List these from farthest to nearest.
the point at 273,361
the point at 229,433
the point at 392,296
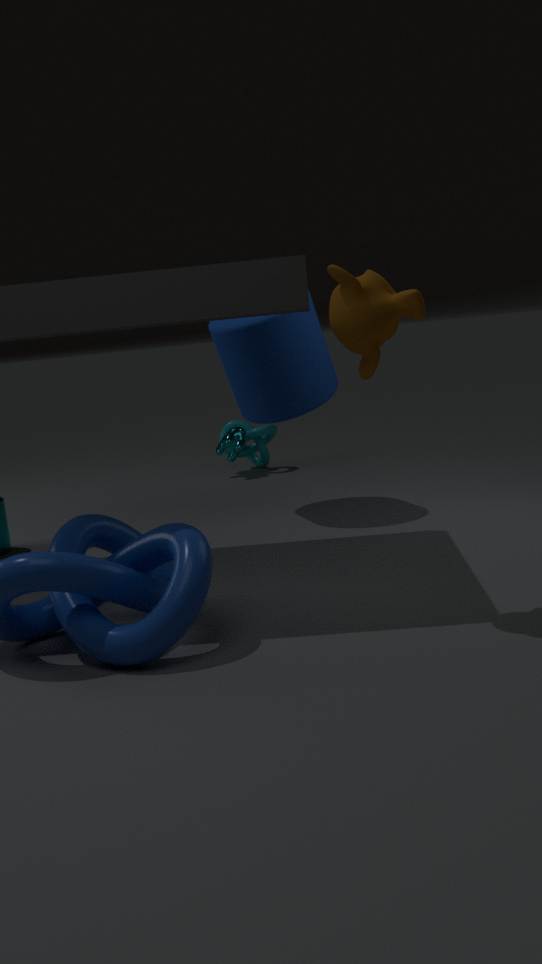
1. the point at 229,433
2. the point at 273,361
3. the point at 392,296
